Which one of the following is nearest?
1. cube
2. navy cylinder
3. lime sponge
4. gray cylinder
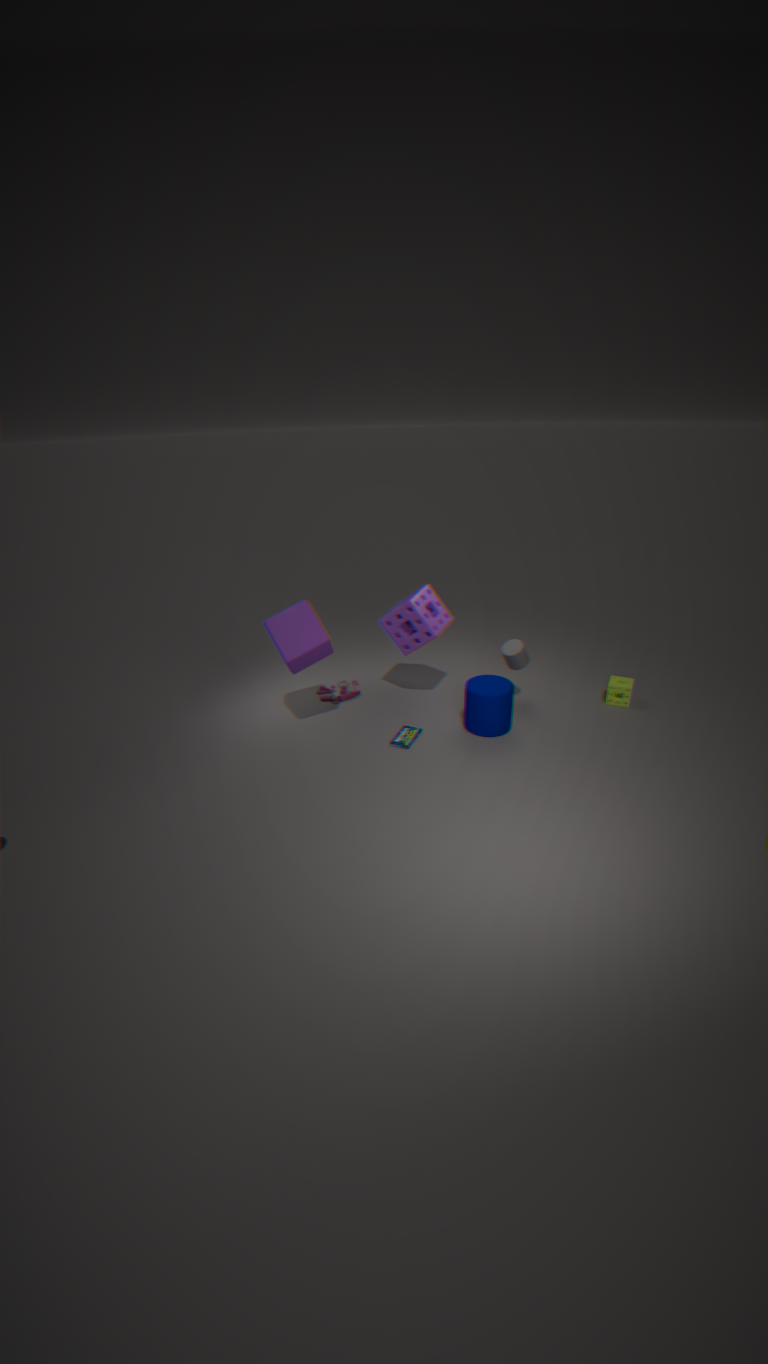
cube
